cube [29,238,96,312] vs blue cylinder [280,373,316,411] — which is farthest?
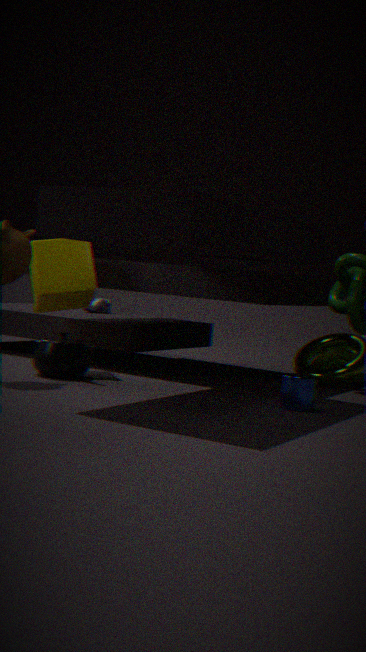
cube [29,238,96,312]
